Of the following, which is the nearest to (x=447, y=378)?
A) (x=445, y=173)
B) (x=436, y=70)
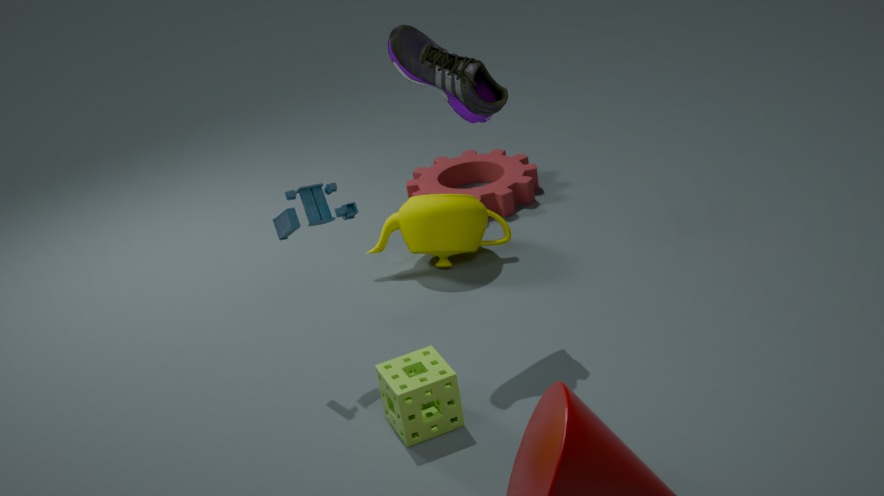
(x=436, y=70)
